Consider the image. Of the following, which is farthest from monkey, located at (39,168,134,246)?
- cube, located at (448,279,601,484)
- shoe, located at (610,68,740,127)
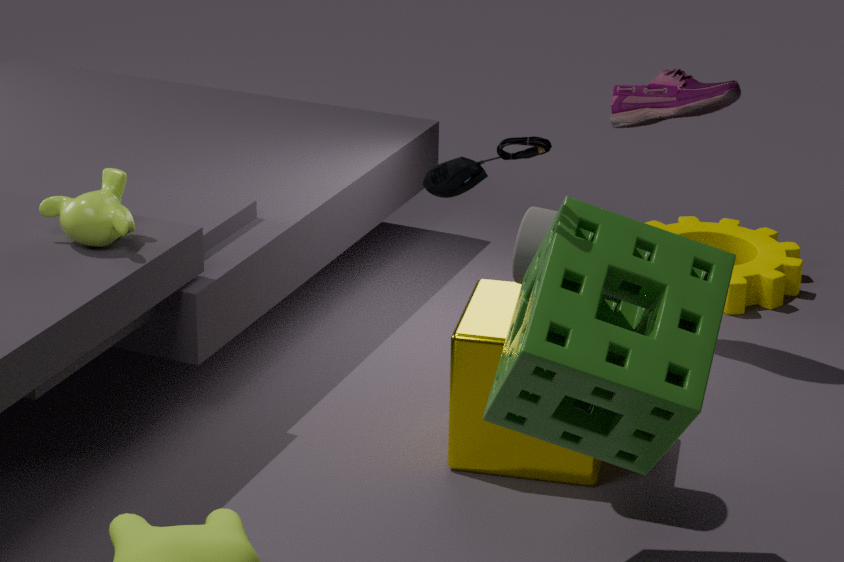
shoe, located at (610,68,740,127)
